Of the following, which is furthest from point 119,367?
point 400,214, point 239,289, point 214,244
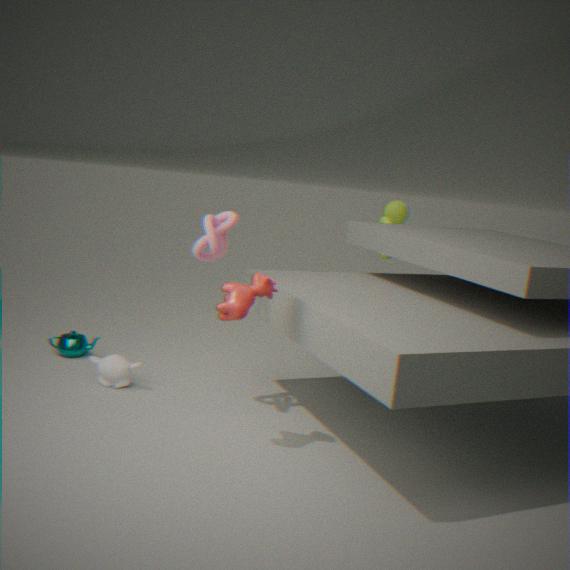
point 400,214
